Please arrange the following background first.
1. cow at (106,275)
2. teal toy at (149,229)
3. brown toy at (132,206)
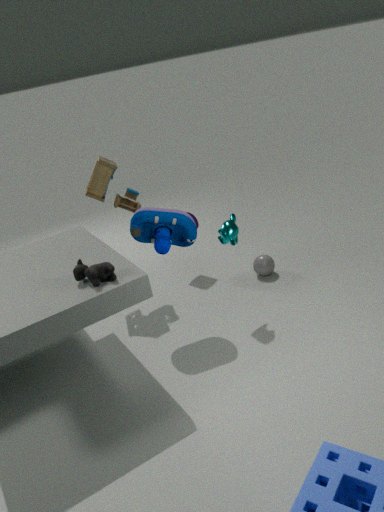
brown toy at (132,206), teal toy at (149,229), cow at (106,275)
